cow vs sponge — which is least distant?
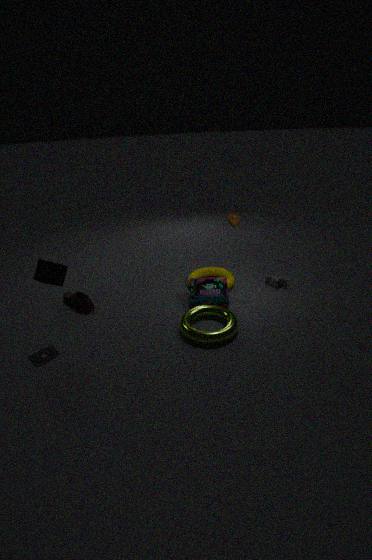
sponge
